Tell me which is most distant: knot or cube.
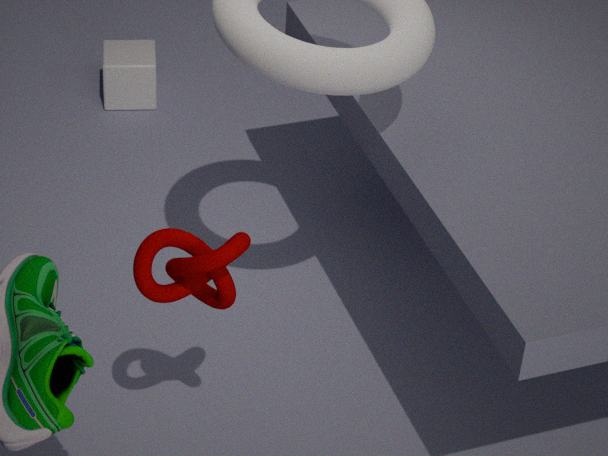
cube
